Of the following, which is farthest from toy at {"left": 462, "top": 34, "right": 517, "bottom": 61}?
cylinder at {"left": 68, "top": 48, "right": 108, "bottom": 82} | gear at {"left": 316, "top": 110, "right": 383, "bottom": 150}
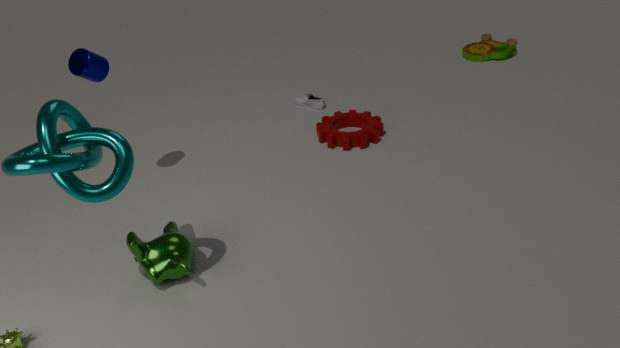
cylinder at {"left": 68, "top": 48, "right": 108, "bottom": 82}
